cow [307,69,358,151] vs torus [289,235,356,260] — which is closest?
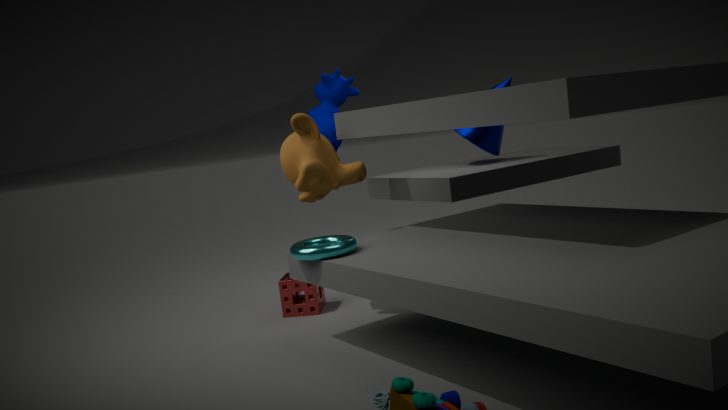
torus [289,235,356,260]
